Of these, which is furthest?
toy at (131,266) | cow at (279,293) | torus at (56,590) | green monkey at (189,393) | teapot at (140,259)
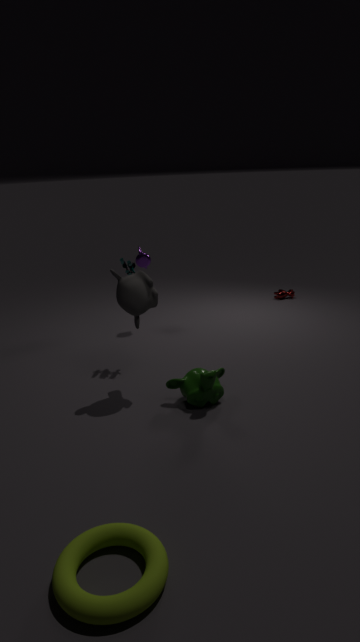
cow at (279,293)
